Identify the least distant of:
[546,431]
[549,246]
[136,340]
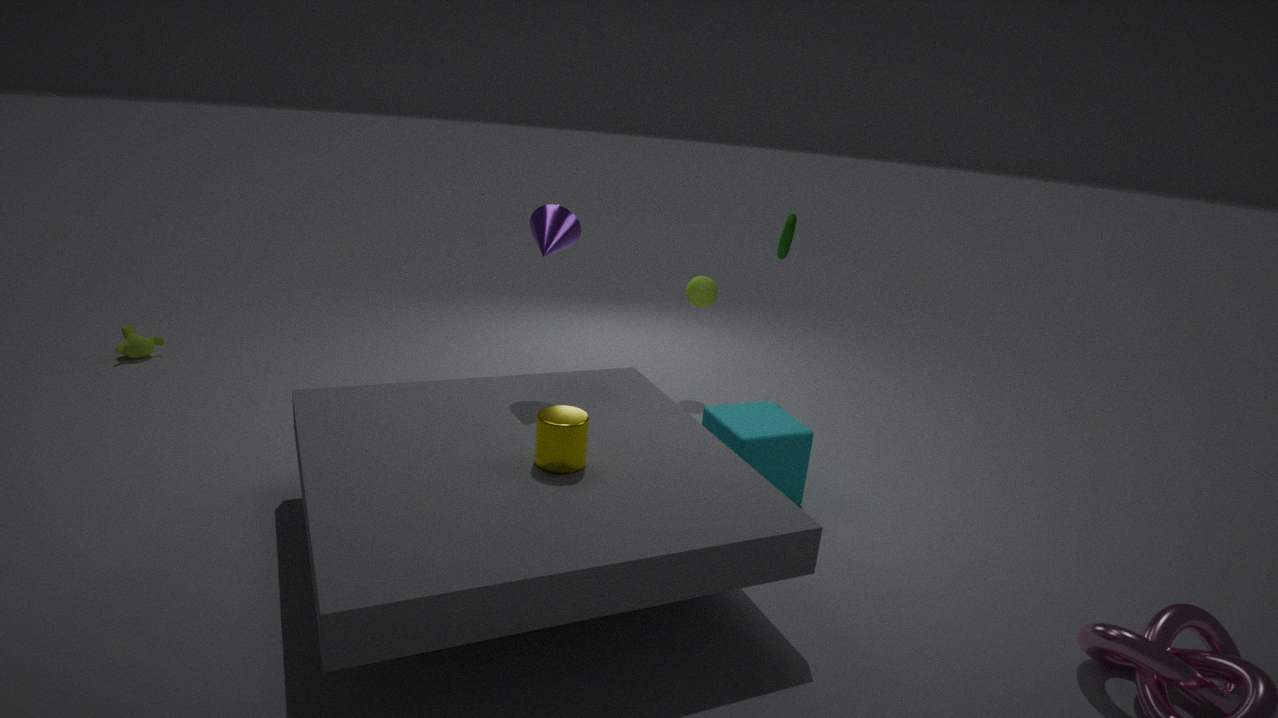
[546,431]
